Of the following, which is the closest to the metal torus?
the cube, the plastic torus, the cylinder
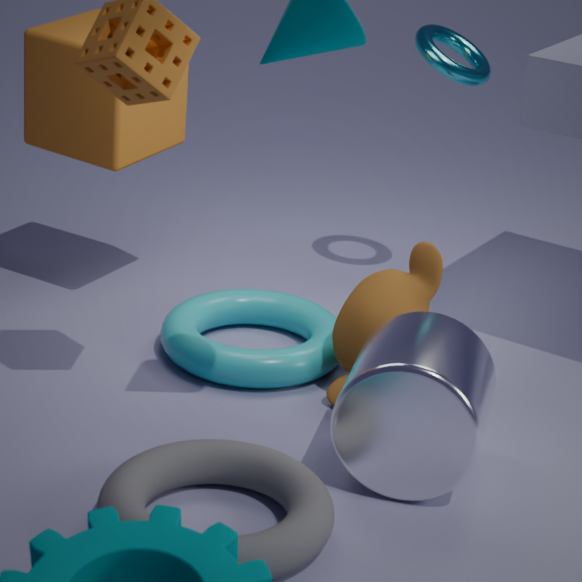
the cube
